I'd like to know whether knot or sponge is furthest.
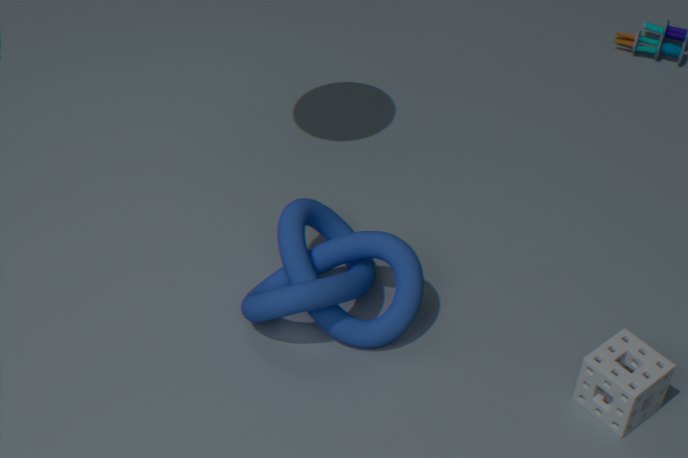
knot
